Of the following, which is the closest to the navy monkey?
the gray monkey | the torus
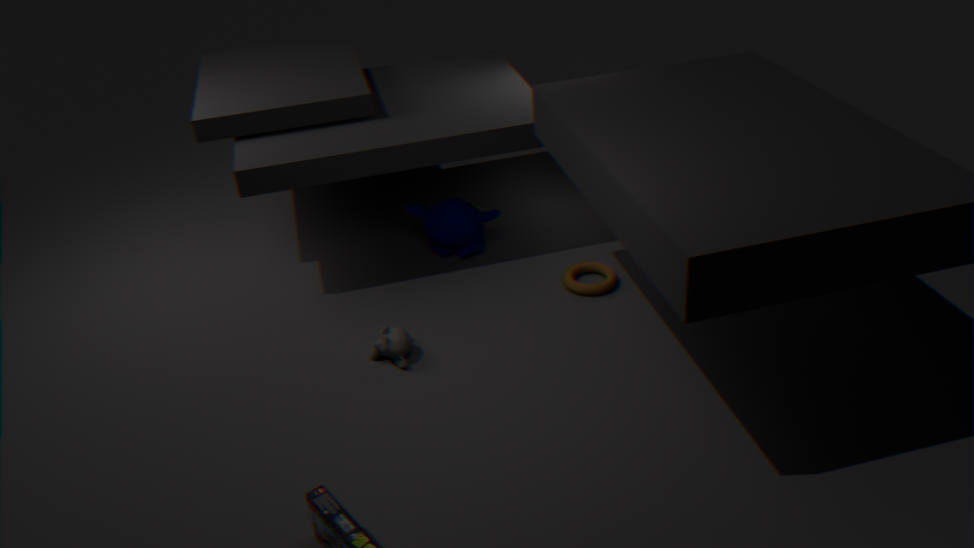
the torus
